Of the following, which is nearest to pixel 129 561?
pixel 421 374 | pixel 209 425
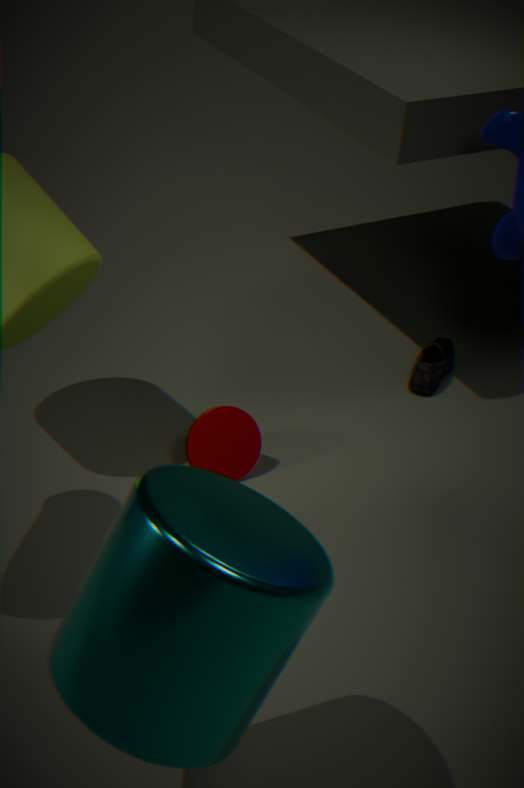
pixel 209 425
